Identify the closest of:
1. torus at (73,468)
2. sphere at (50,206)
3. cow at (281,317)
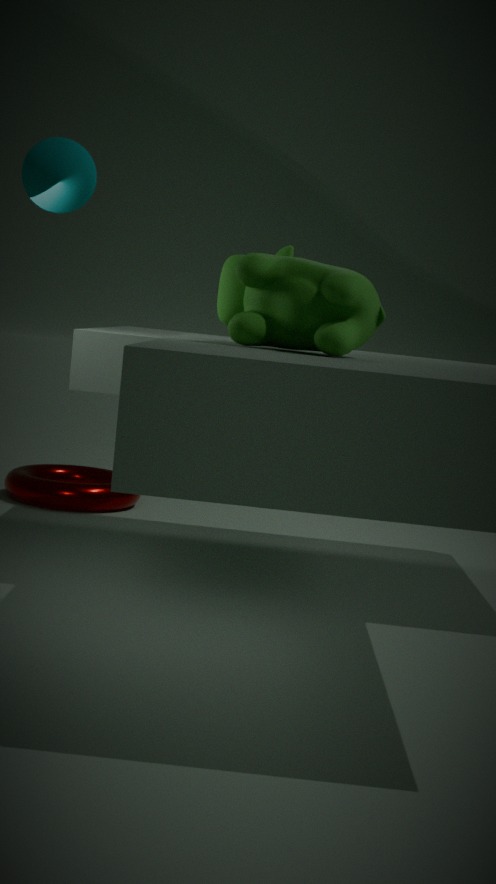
cow at (281,317)
